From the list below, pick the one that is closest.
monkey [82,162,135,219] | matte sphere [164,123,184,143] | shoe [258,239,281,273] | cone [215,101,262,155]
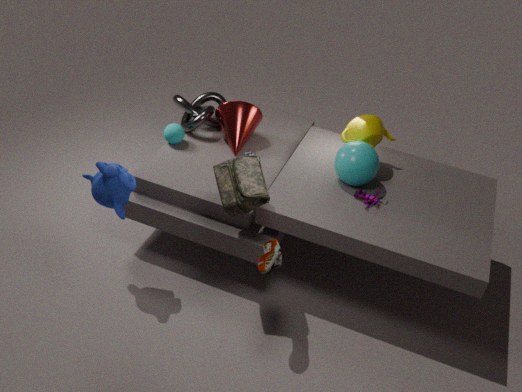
shoe [258,239,281,273]
